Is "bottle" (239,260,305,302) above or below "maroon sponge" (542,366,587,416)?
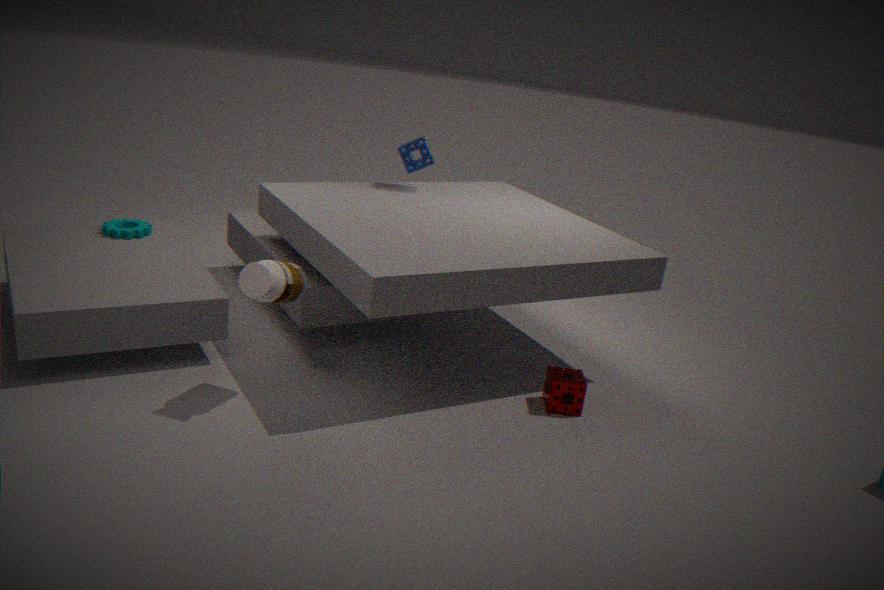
above
